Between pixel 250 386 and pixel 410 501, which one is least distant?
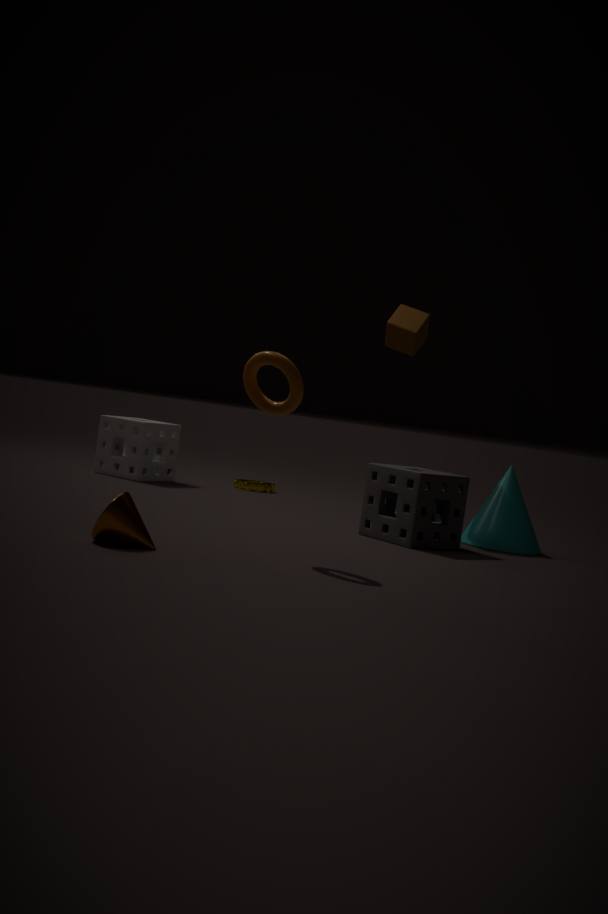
pixel 250 386
